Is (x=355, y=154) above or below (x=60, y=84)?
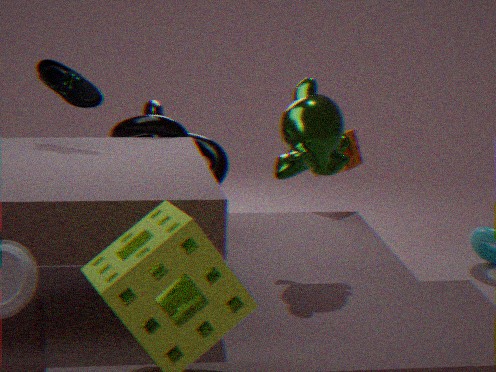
below
